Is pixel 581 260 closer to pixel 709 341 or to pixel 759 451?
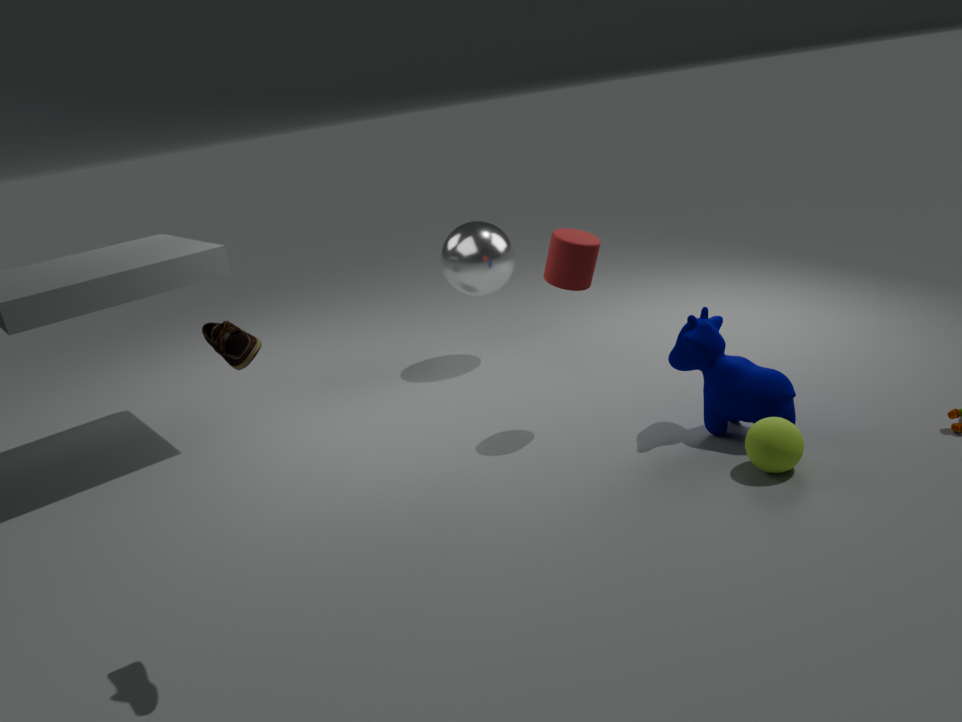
pixel 709 341
